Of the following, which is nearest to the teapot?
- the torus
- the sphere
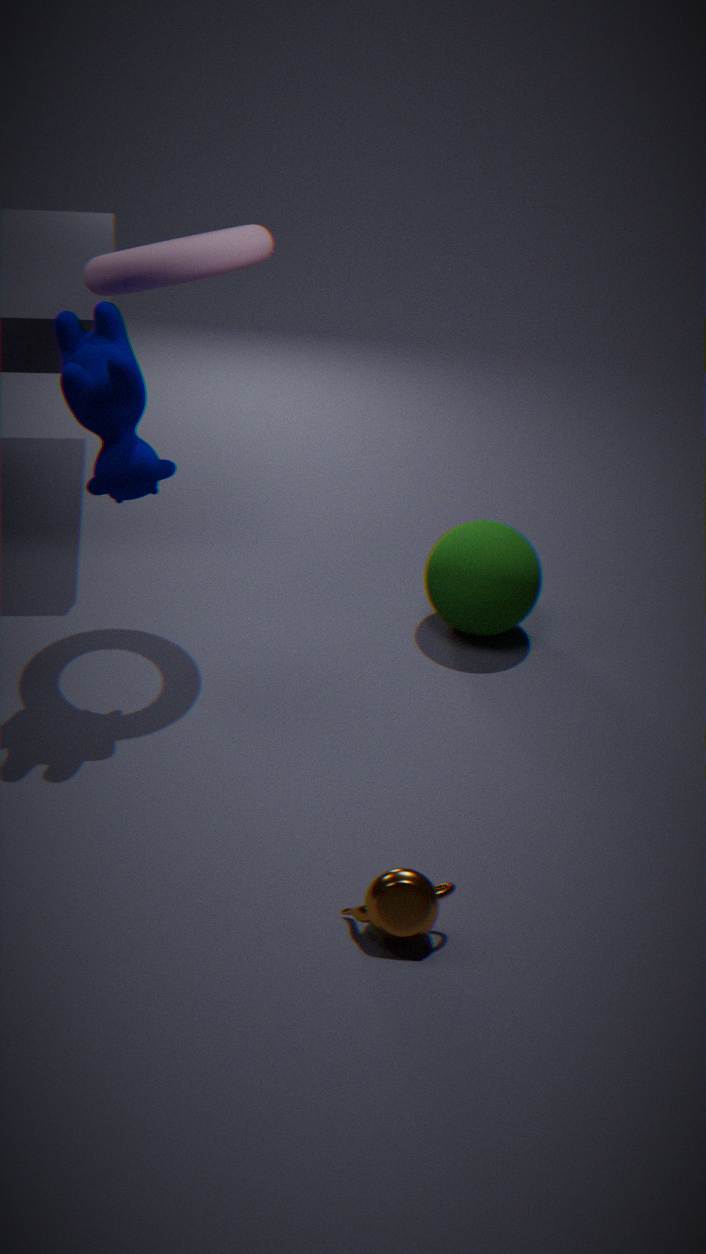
the sphere
